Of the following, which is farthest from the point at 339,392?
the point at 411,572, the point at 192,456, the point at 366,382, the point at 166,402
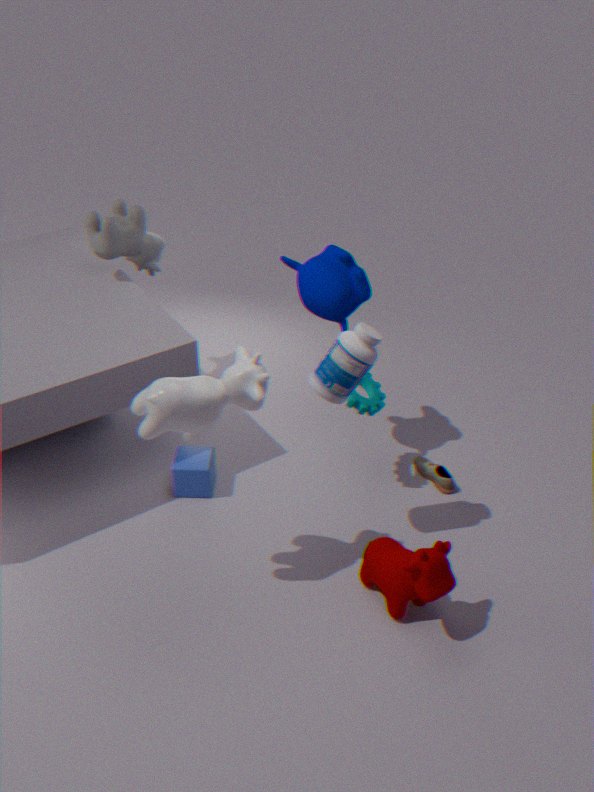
the point at 192,456
